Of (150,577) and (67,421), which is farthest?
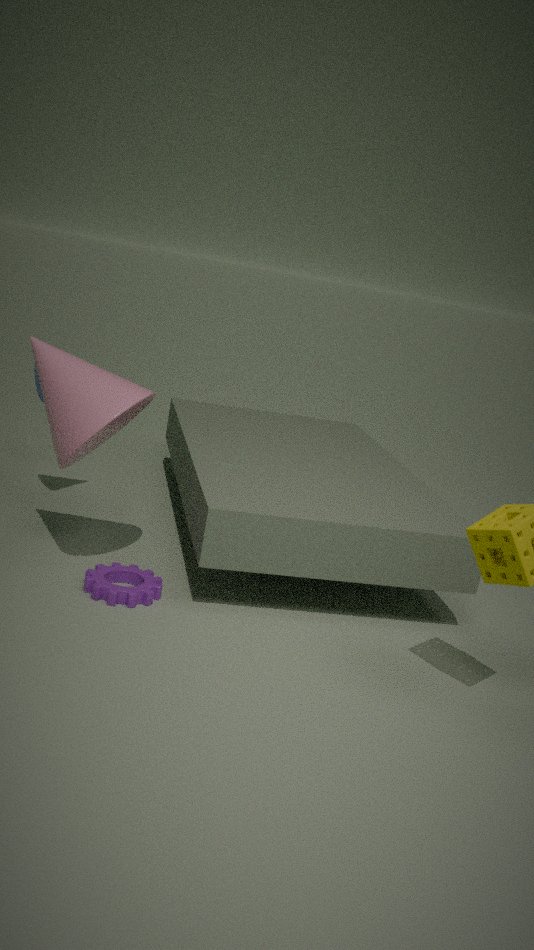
(150,577)
